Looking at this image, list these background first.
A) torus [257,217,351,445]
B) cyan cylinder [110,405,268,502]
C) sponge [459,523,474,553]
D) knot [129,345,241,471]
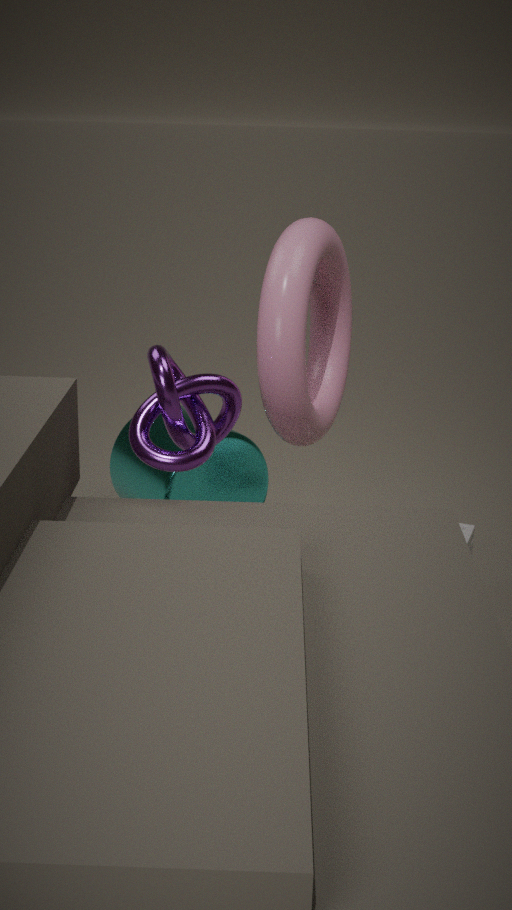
1. cyan cylinder [110,405,268,502]
2. sponge [459,523,474,553]
3. torus [257,217,351,445]
4. knot [129,345,241,471]
